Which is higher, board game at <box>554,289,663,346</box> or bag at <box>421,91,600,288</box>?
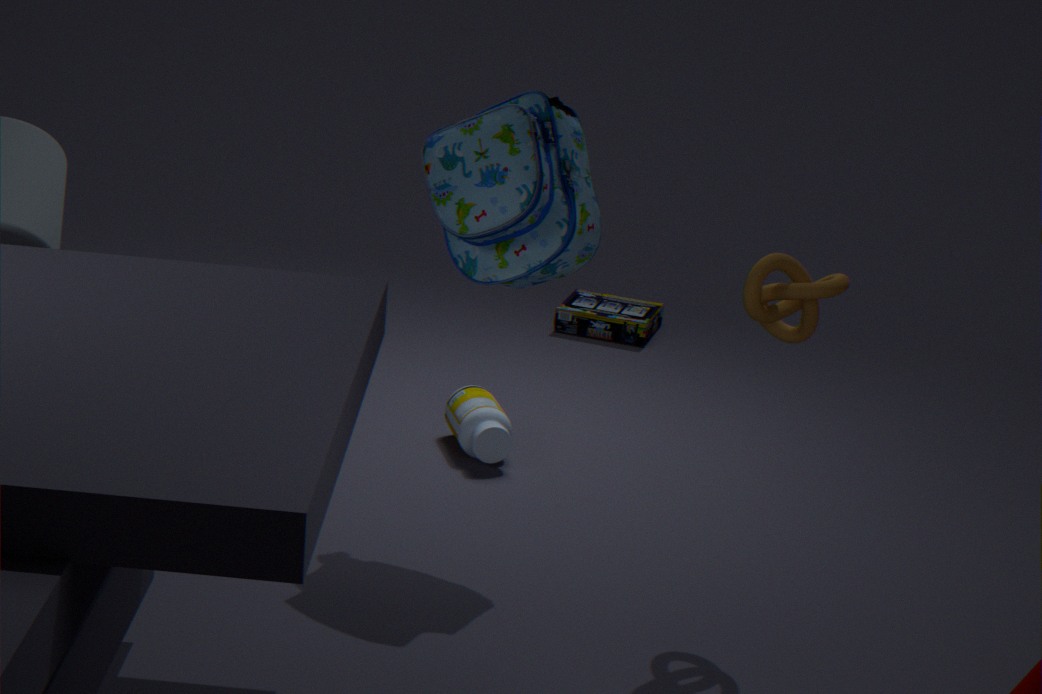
bag at <box>421,91,600,288</box>
